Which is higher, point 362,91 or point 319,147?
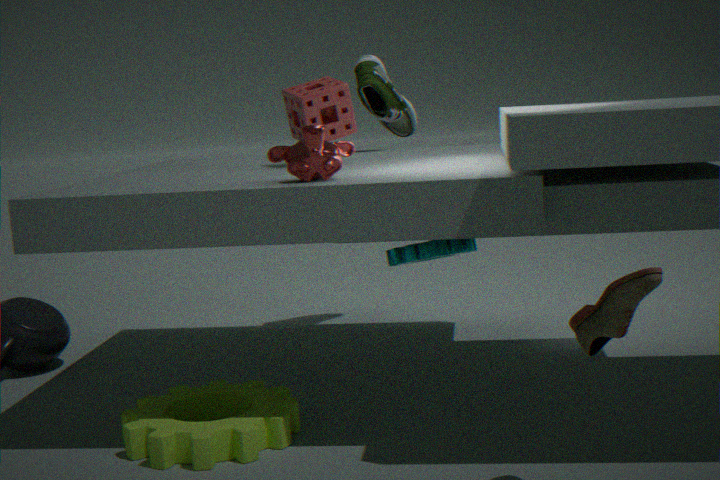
point 362,91
